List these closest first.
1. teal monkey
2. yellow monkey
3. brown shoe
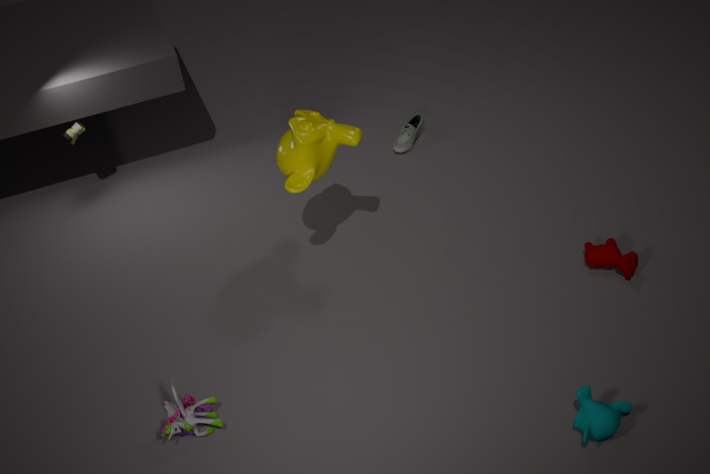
teal monkey
yellow monkey
brown shoe
